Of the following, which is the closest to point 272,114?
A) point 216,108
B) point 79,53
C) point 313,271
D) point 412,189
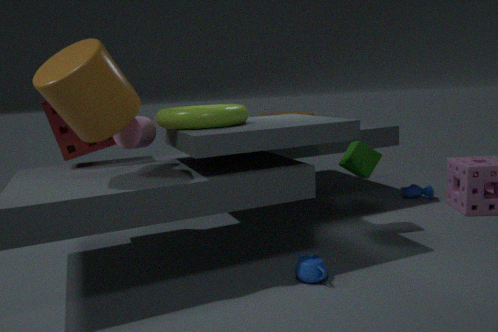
point 412,189
